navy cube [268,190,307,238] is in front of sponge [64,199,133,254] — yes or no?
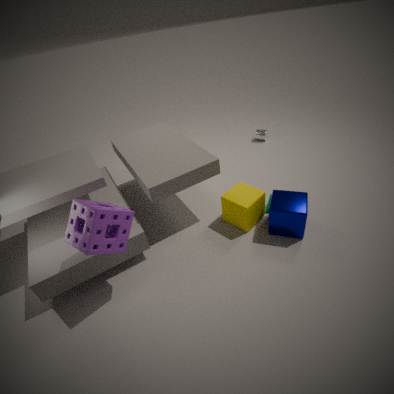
No
